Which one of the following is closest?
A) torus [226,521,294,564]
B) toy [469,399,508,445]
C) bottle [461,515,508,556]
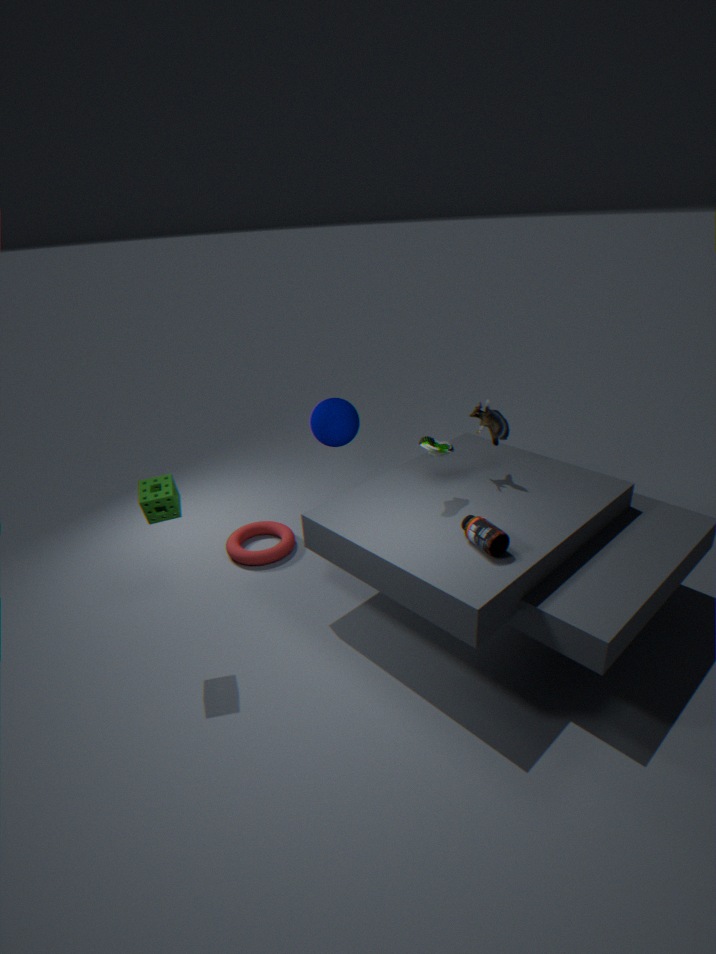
bottle [461,515,508,556]
